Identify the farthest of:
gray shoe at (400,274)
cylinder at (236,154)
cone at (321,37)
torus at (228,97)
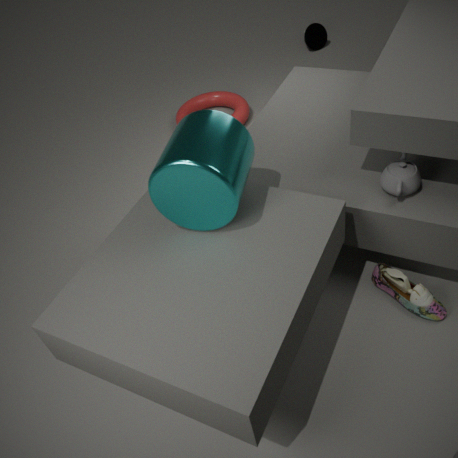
cone at (321,37)
